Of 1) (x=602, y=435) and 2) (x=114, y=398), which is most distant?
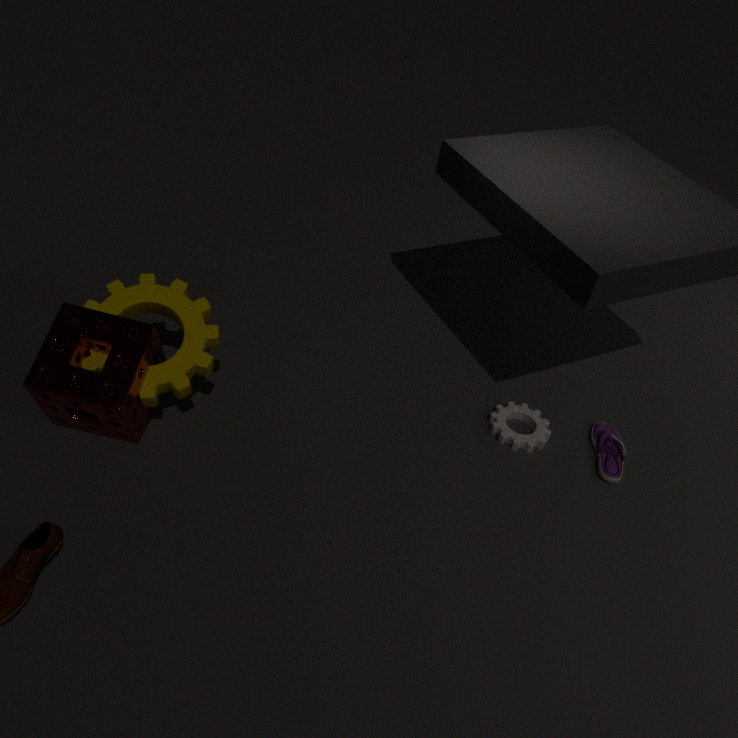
1. (x=602, y=435)
